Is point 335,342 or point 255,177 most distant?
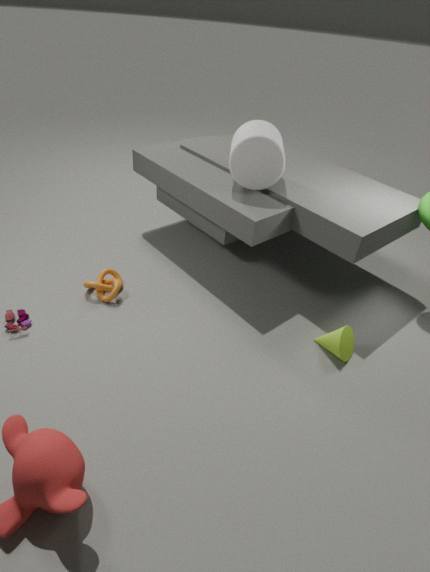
point 255,177
